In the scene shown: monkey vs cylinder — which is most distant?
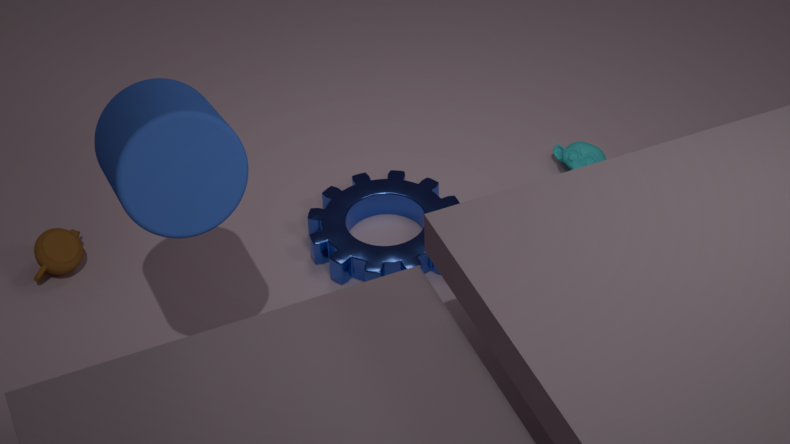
monkey
